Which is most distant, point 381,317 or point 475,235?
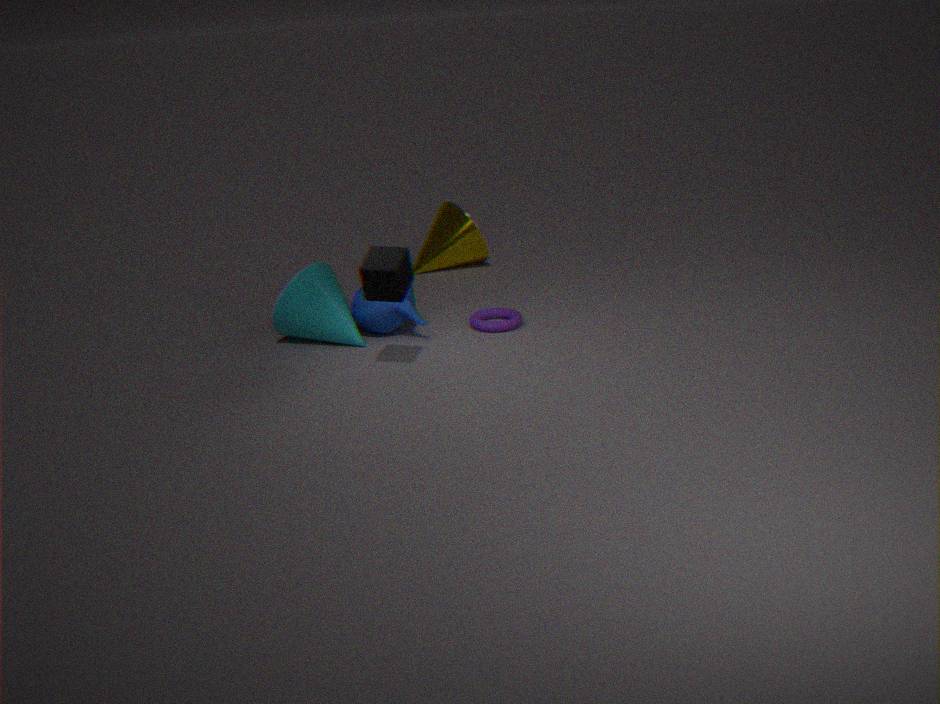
point 475,235
